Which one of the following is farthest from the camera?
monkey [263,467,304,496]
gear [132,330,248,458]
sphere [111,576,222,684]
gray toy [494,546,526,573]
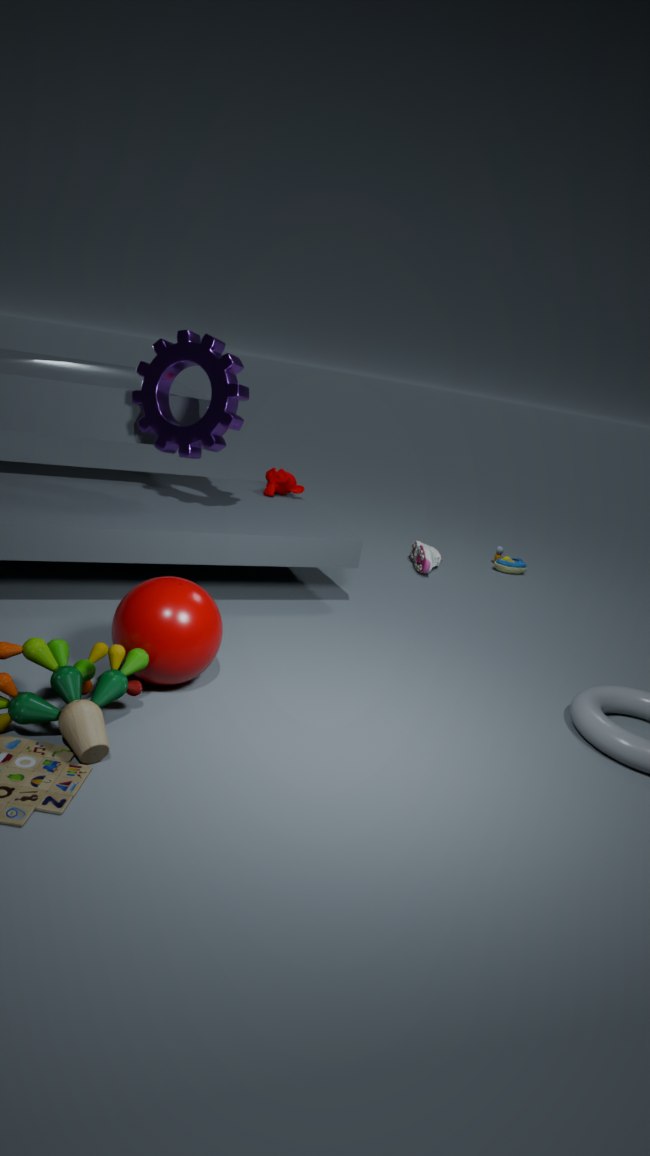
gray toy [494,546,526,573]
